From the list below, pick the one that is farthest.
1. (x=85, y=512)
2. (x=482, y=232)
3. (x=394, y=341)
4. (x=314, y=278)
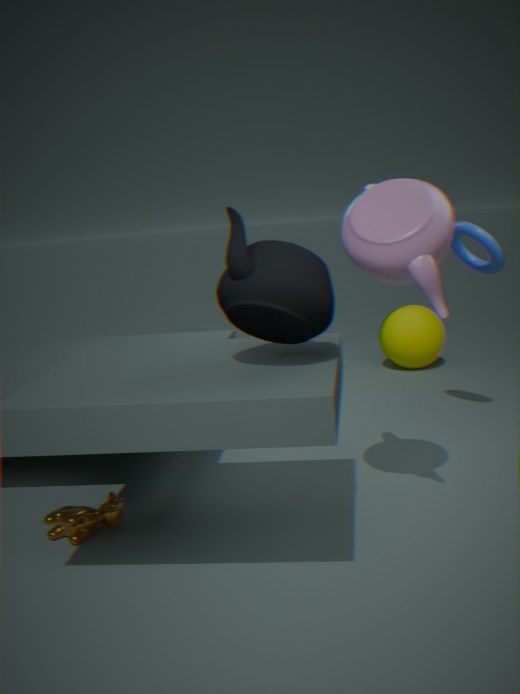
(x=394, y=341)
